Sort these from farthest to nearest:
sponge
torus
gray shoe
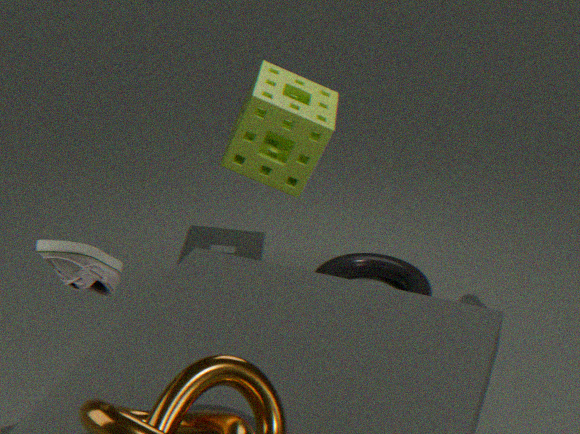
torus < sponge < gray shoe
